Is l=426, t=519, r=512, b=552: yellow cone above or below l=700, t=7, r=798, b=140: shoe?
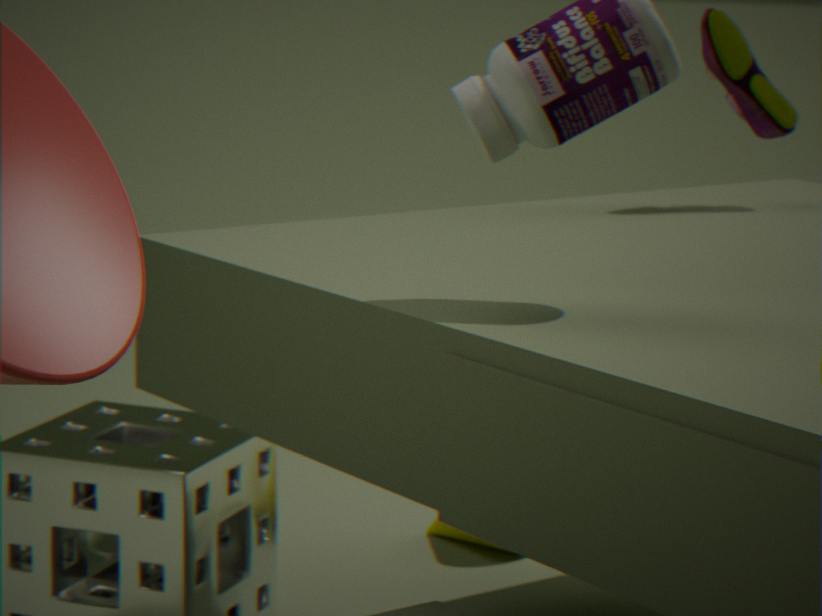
below
